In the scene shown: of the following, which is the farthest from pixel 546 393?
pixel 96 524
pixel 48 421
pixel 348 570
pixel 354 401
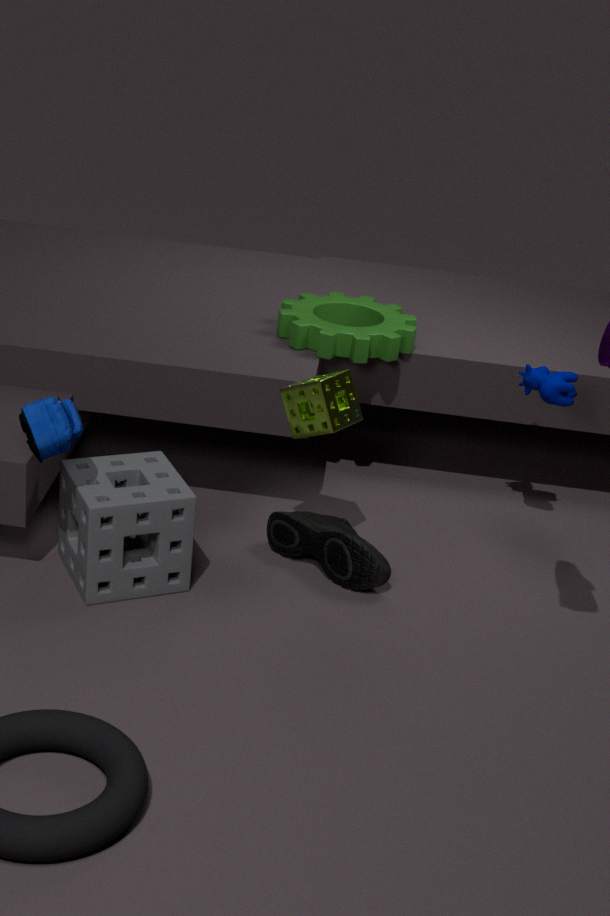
pixel 48 421
